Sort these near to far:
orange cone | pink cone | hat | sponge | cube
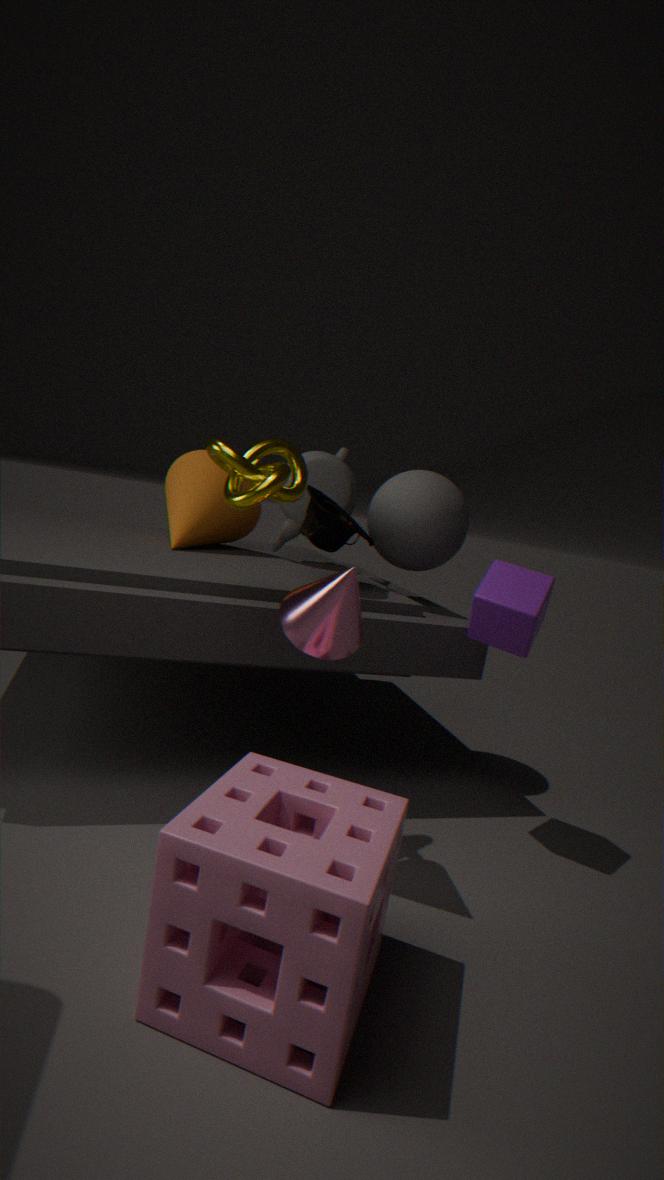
sponge, pink cone, cube, hat, orange cone
